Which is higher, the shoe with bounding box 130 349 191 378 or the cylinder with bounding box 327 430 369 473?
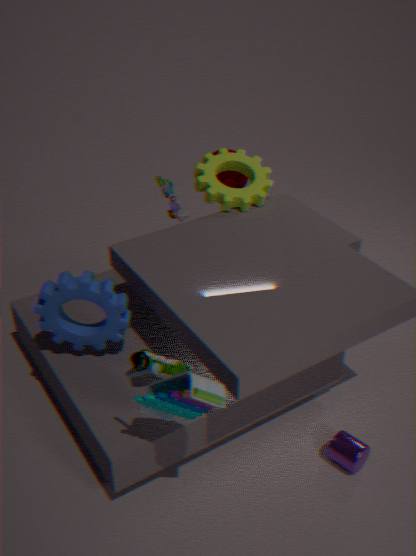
the shoe with bounding box 130 349 191 378
